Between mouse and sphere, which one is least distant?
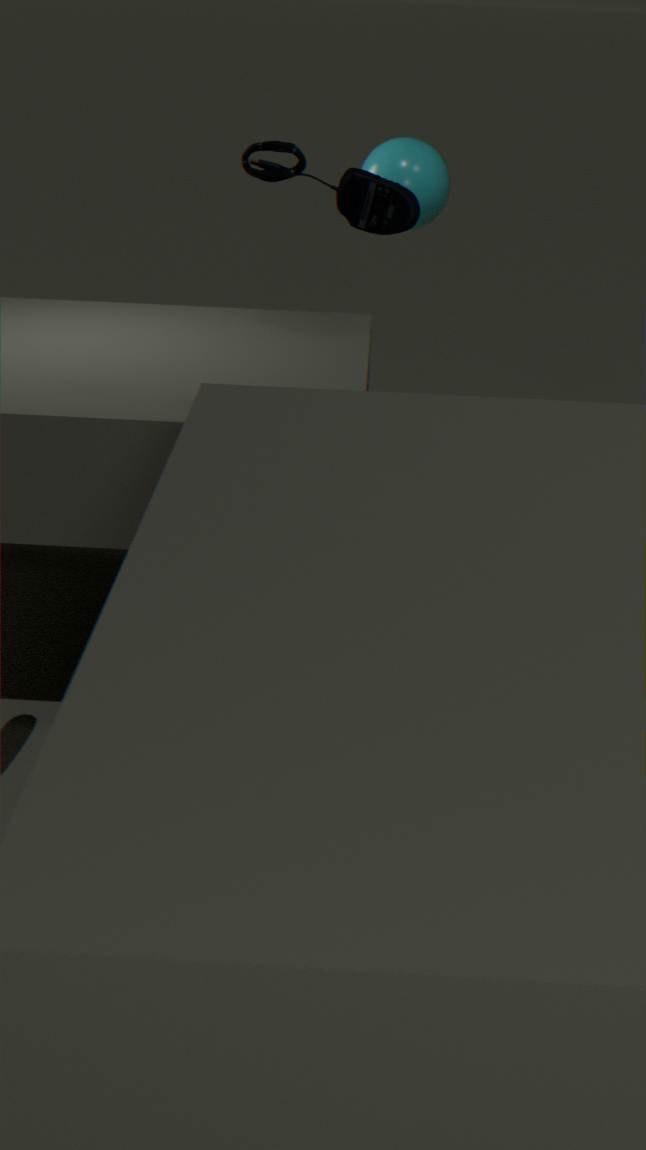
mouse
